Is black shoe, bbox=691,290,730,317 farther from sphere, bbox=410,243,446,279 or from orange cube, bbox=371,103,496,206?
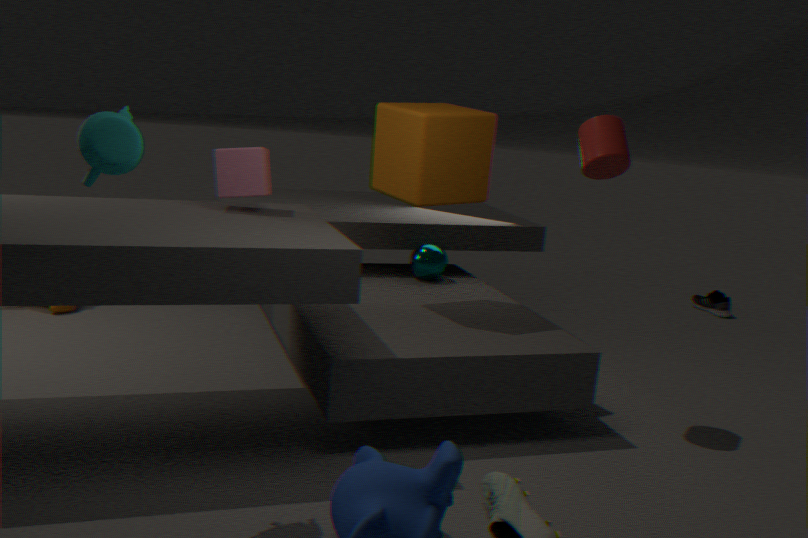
orange cube, bbox=371,103,496,206
